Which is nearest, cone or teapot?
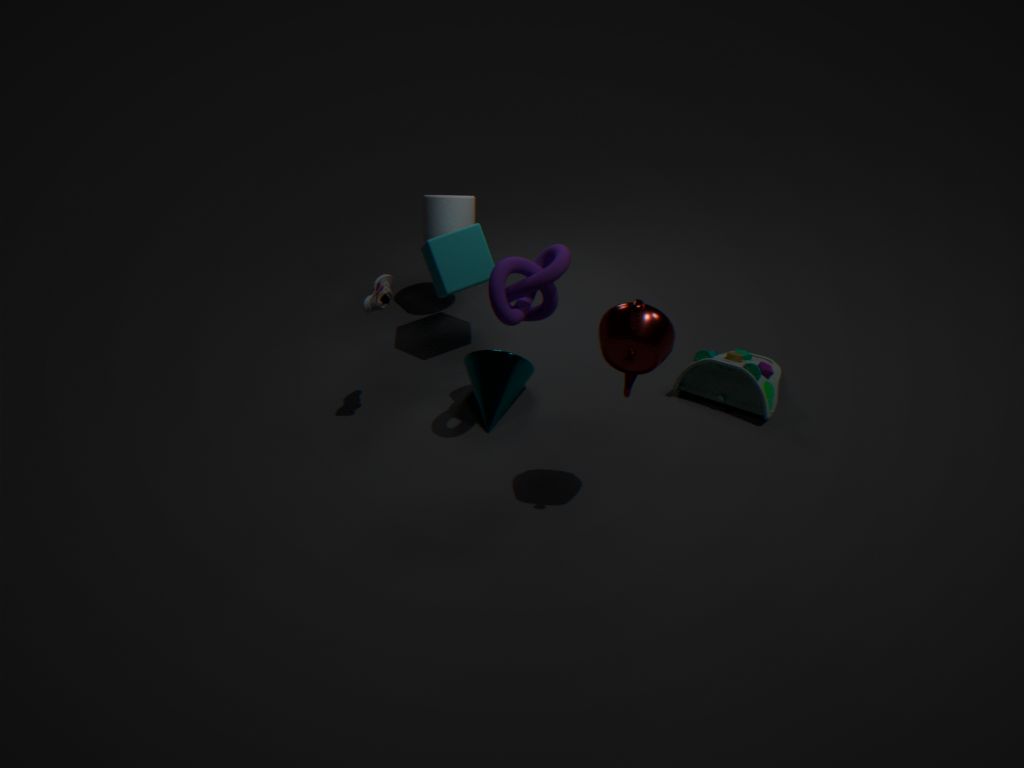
teapot
